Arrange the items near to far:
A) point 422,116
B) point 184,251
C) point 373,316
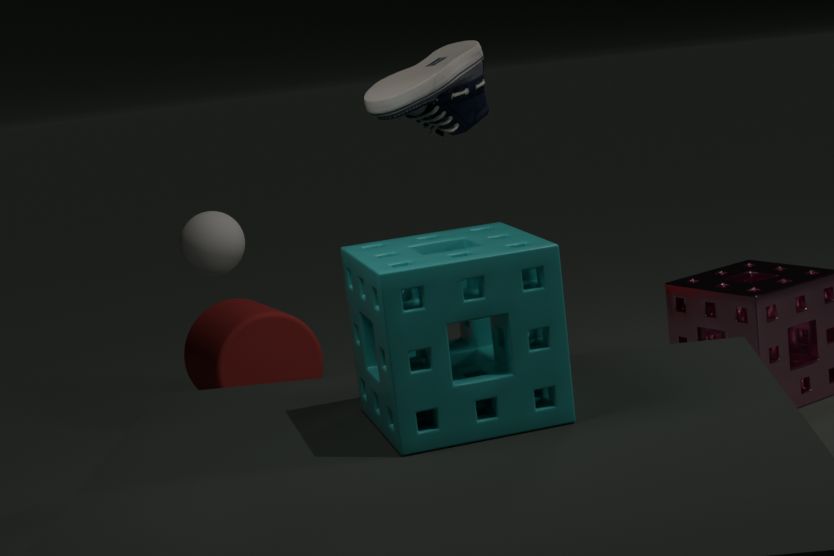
point 373,316
point 422,116
point 184,251
